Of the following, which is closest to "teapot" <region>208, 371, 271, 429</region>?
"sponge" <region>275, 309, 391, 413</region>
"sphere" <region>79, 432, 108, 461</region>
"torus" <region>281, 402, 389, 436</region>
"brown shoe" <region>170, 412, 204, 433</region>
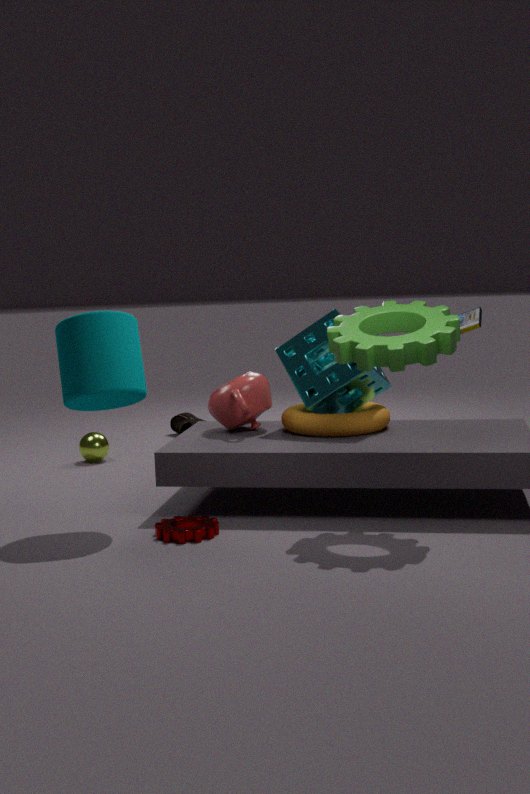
"torus" <region>281, 402, 389, 436</region>
